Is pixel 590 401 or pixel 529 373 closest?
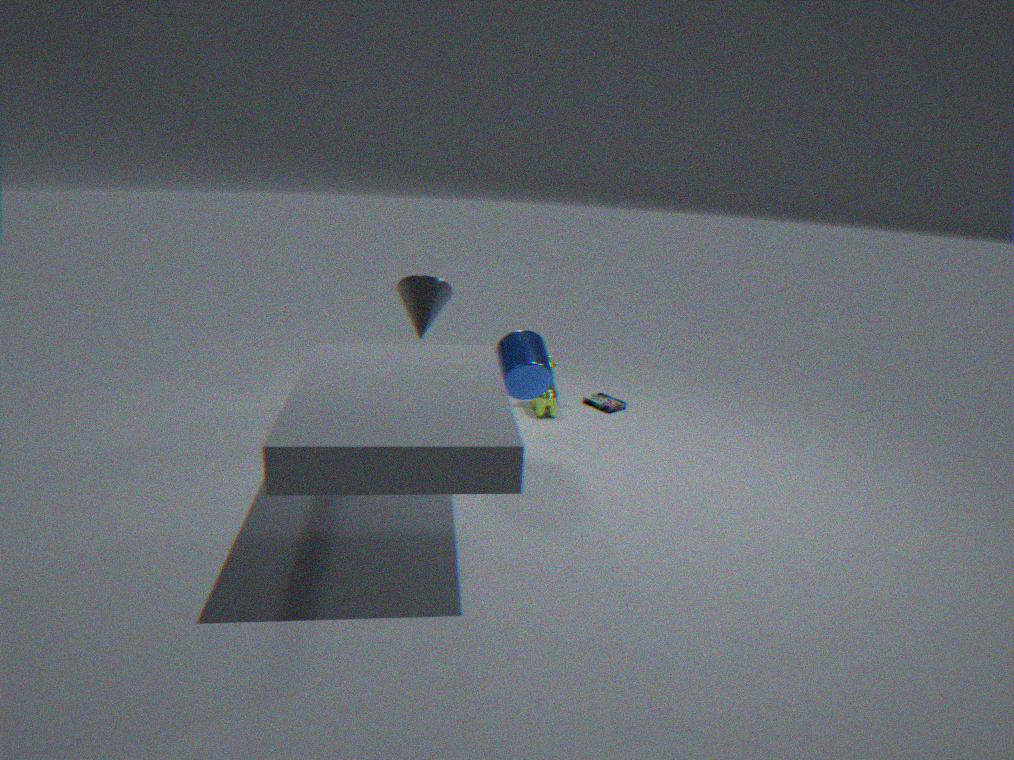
pixel 529 373
